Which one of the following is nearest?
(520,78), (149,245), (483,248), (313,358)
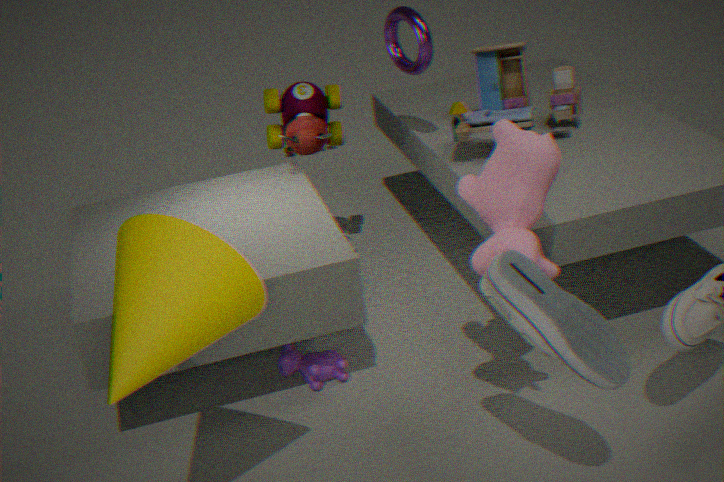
(149,245)
